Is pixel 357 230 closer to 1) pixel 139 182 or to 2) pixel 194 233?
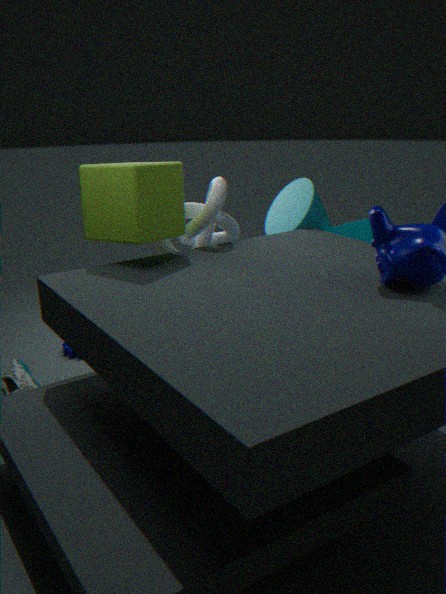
2) pixel 194 233
